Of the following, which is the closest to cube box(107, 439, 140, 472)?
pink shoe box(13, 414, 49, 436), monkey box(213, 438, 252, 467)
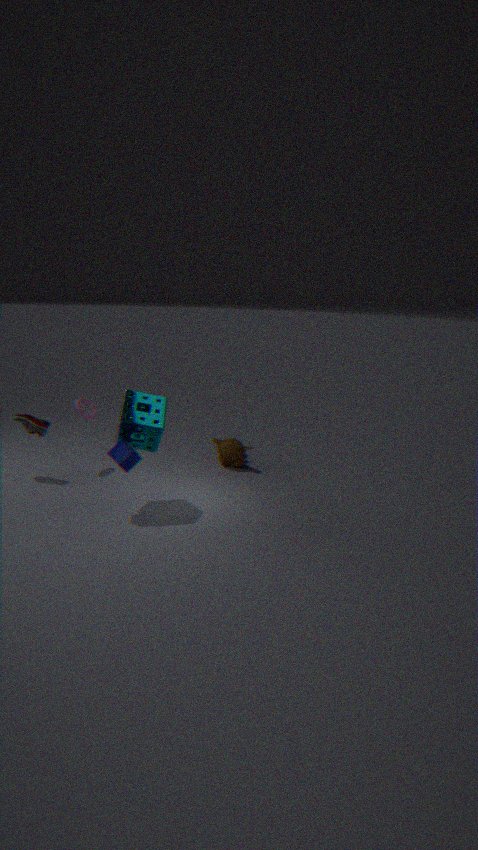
pink shoe box(13, 414, 49, 436)
